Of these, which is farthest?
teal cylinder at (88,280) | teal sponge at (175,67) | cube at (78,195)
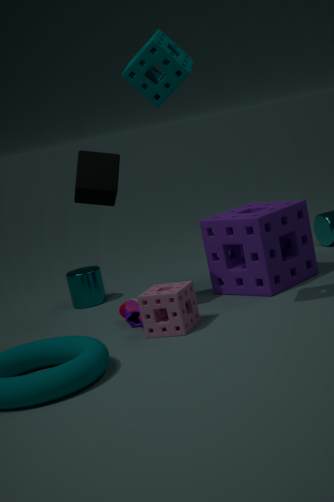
teal cylinder at (88,280)
